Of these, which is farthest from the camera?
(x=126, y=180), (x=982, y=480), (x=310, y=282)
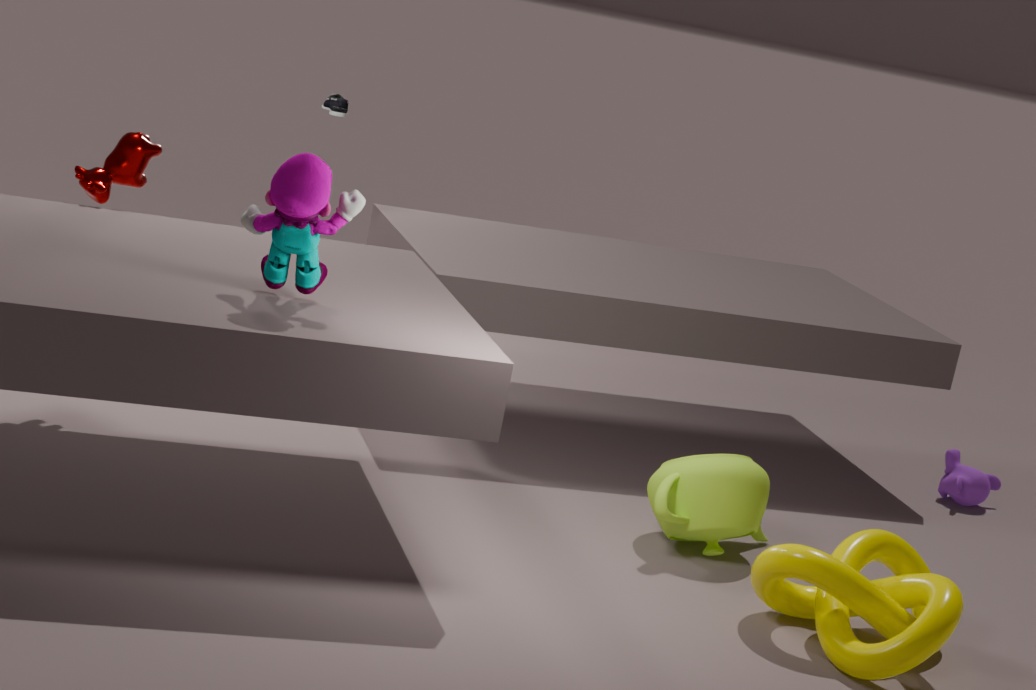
(x=982, y=480)
